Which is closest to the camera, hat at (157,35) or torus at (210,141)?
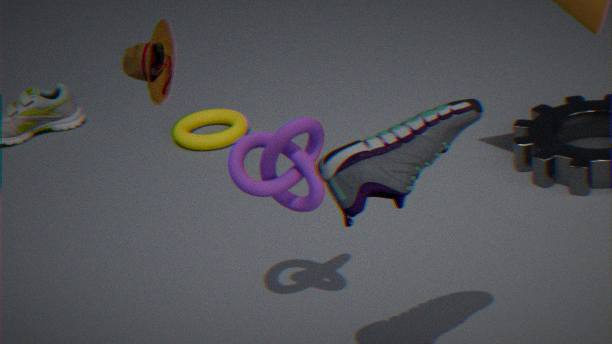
hat at (157,35)
